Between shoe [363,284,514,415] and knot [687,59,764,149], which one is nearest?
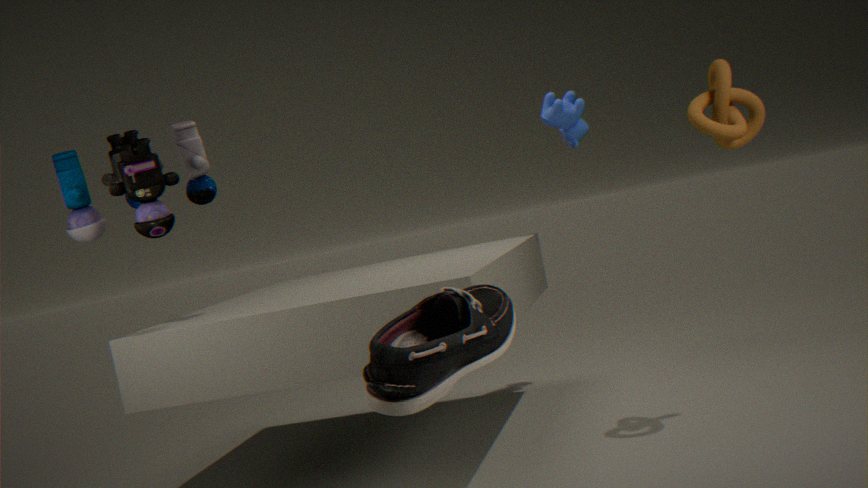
shoe [363,284,514,415]
